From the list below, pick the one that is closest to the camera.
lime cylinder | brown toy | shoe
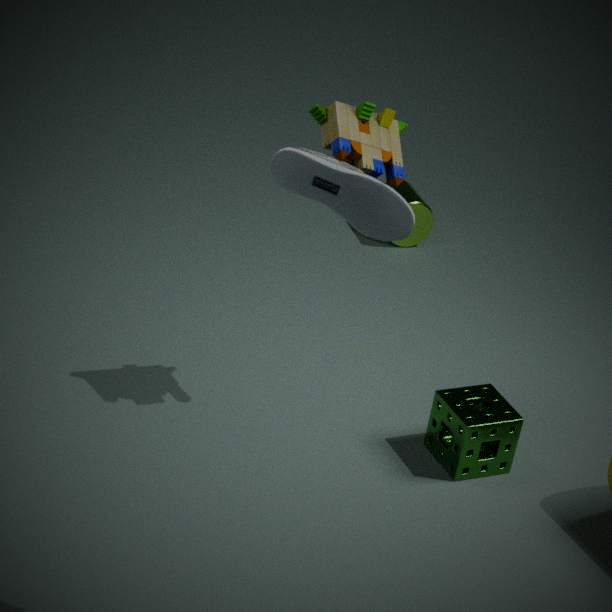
shoe
